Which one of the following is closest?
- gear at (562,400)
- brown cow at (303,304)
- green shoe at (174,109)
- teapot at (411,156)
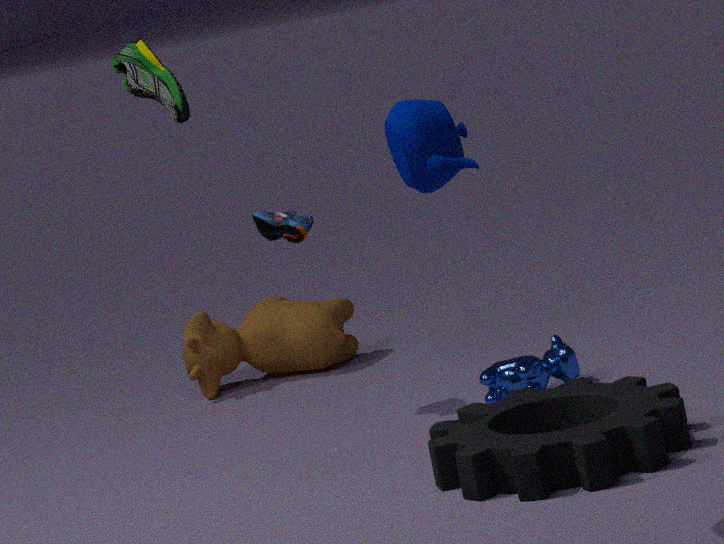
teapot at (411,156)
